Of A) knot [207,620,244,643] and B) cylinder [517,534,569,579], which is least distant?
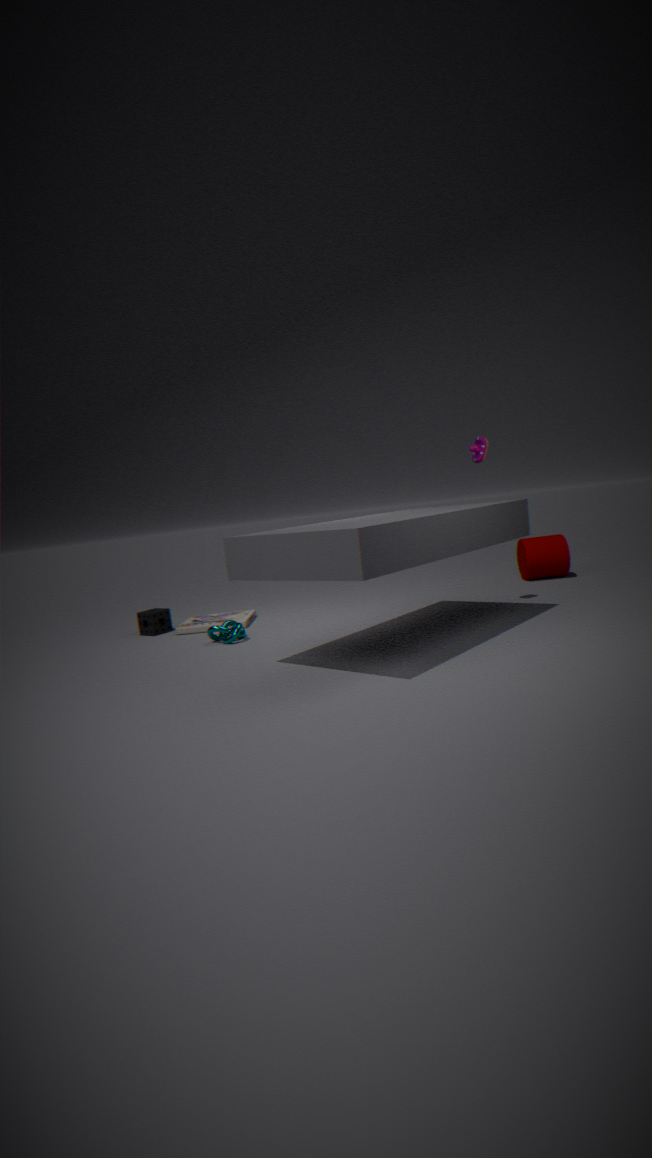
A. knot [207,620,244,643]
